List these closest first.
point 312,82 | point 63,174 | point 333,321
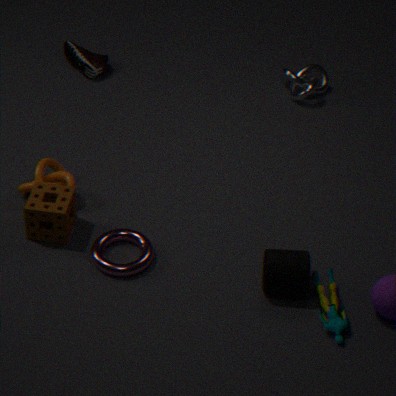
point 333,321
point 63,174
point 312,82
